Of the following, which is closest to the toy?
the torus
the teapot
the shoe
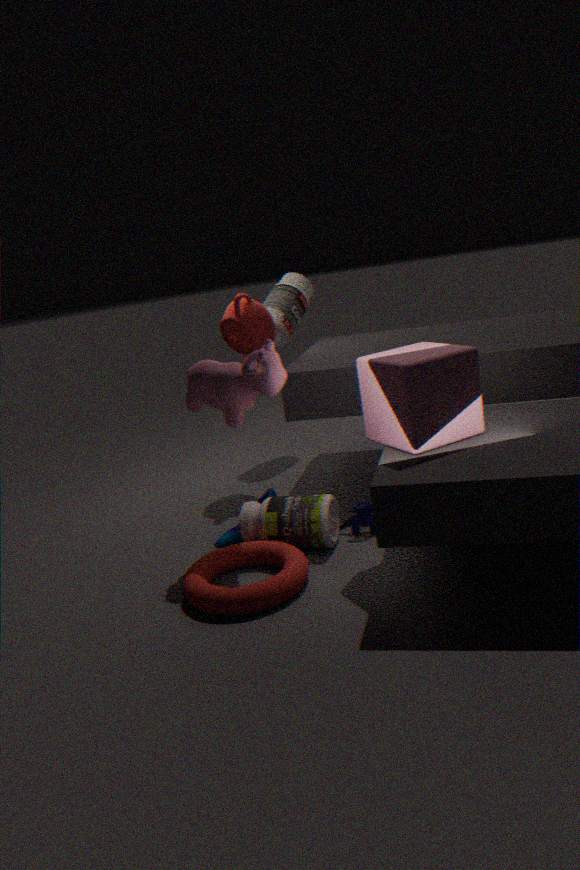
the torus
